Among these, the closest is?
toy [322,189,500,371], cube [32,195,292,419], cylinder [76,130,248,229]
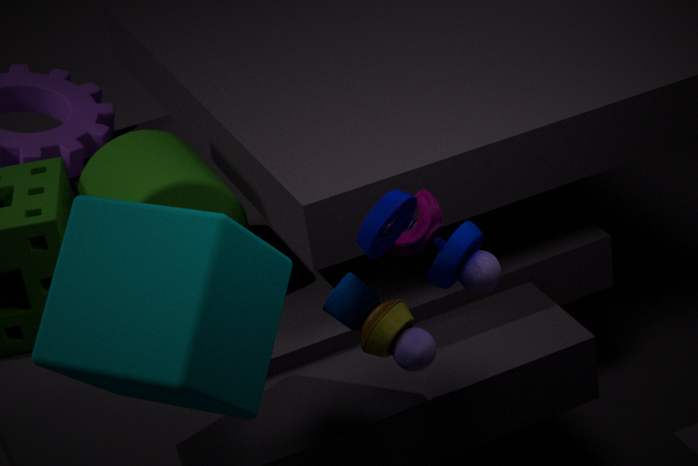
cube [32,195,292,419]
